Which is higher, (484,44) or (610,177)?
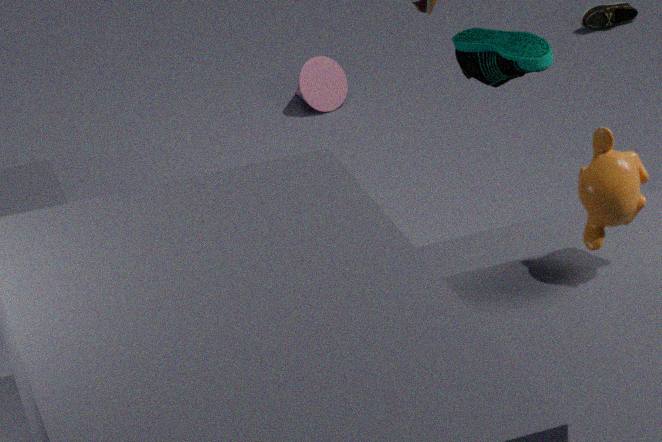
(610,177)
